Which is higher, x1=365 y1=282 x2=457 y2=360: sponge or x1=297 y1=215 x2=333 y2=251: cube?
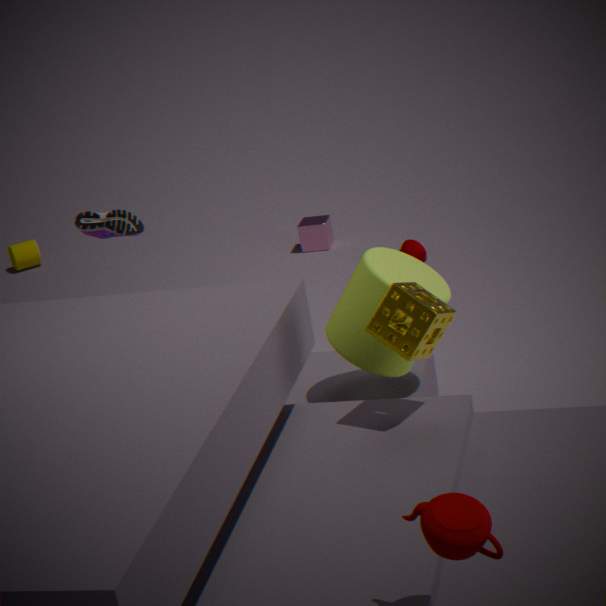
x1=365 y1=282 x2=457 y2=360: sponge
